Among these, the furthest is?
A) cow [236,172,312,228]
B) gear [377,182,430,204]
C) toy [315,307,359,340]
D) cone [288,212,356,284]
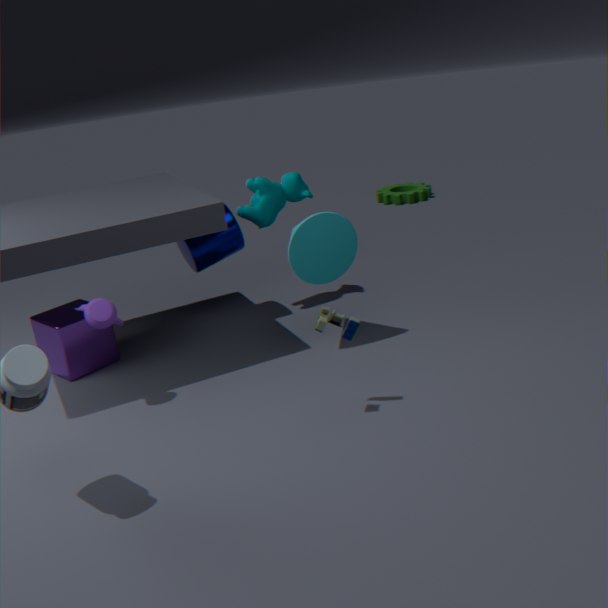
gear [377,182,430,204]
